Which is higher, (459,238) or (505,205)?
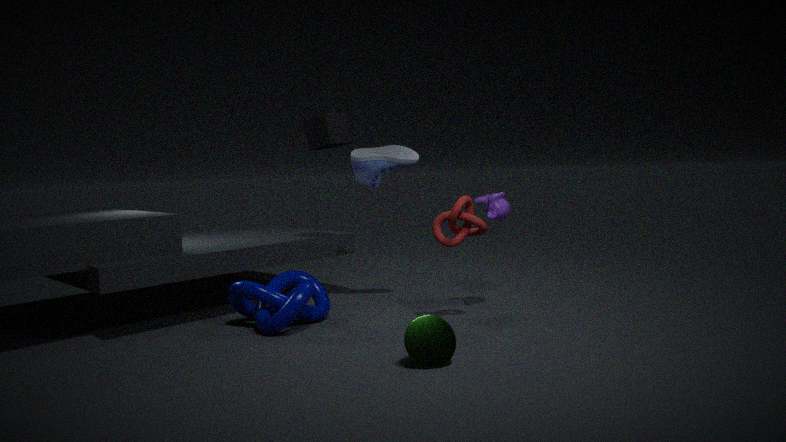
(505,205)
